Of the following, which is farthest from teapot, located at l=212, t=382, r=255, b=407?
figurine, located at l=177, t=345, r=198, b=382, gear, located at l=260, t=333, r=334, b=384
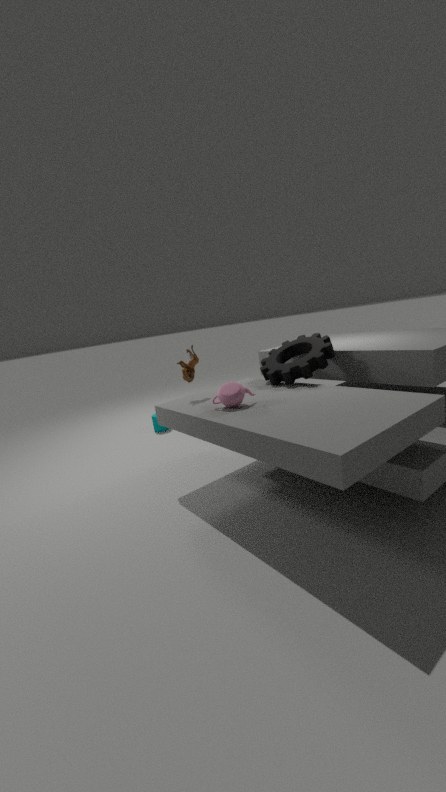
gear, located at l=260, t=333, r=334, b=384
